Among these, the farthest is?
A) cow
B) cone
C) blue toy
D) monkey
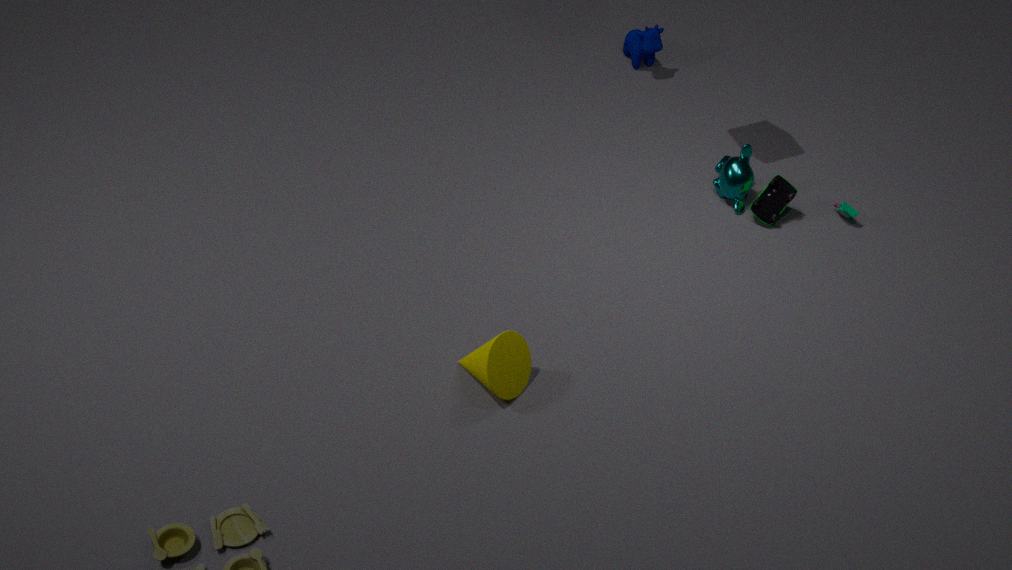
cow
